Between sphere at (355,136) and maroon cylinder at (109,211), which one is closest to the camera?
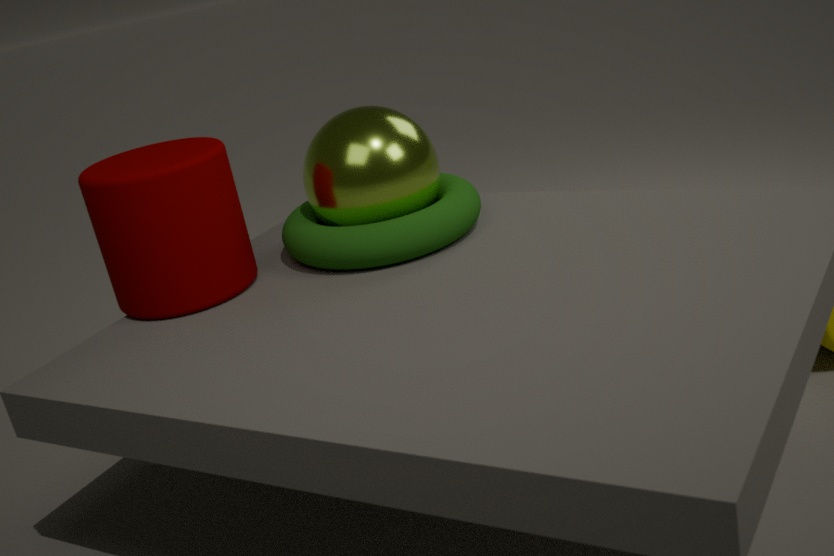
maroon cylinder at (109,211)
